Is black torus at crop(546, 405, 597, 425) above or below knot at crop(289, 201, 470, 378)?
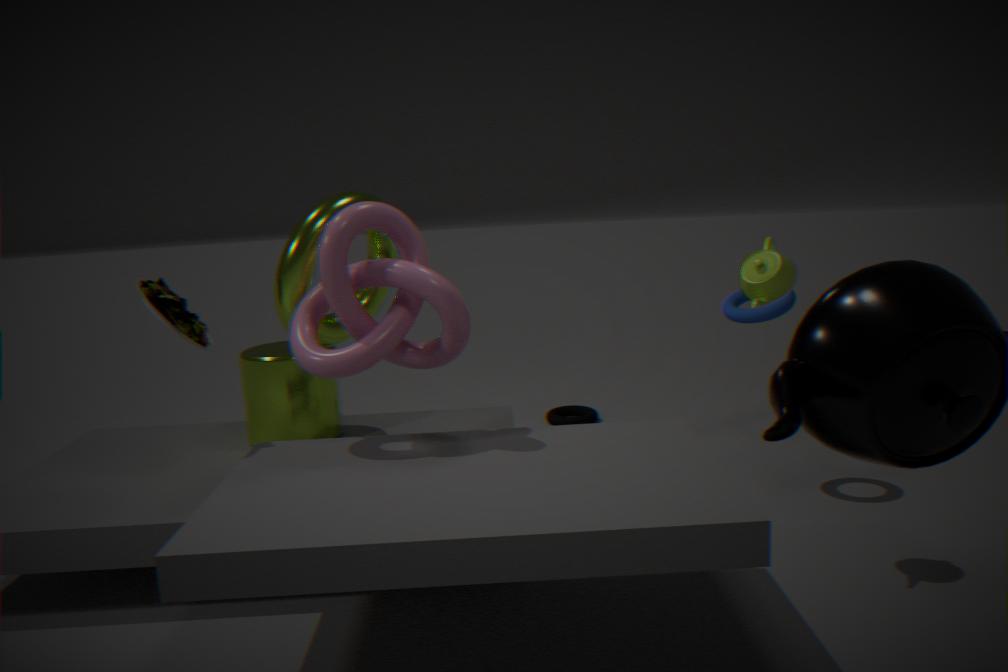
below
